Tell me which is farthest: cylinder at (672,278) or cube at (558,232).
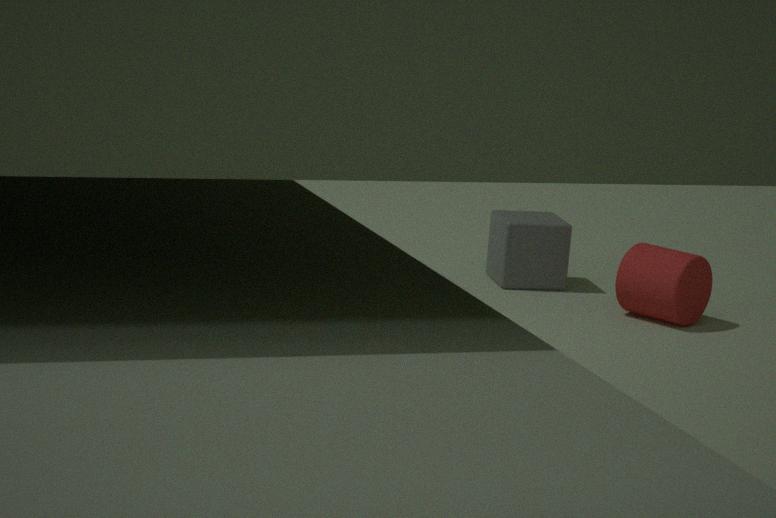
cube at (558,232)
